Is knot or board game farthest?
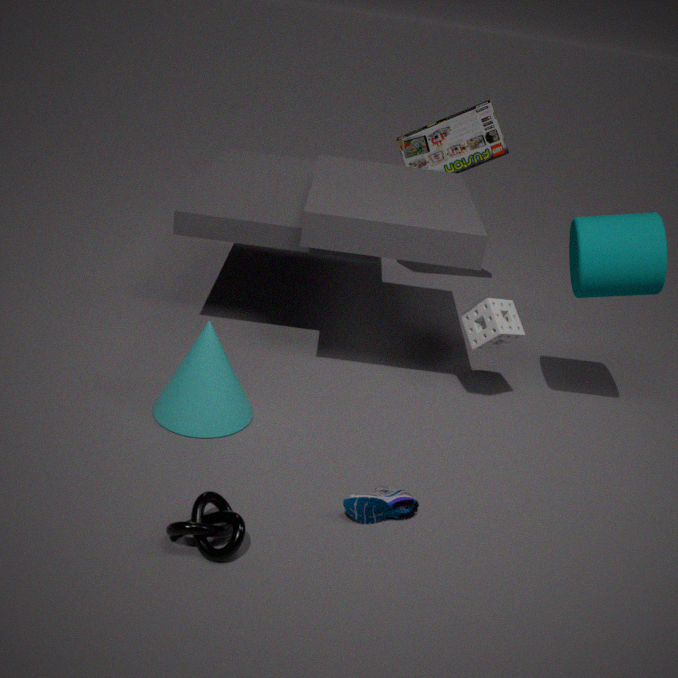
board game
